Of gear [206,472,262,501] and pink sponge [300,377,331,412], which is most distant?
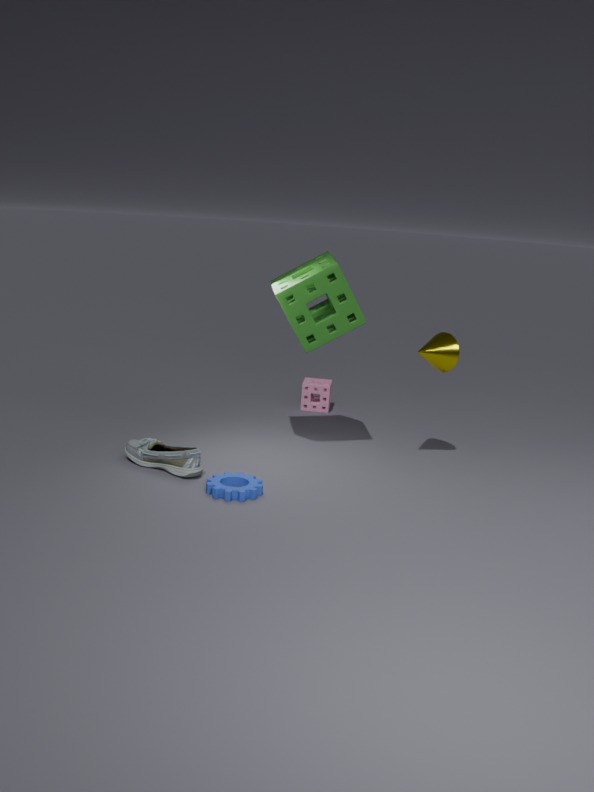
pink sponge [300,377,331,412]
